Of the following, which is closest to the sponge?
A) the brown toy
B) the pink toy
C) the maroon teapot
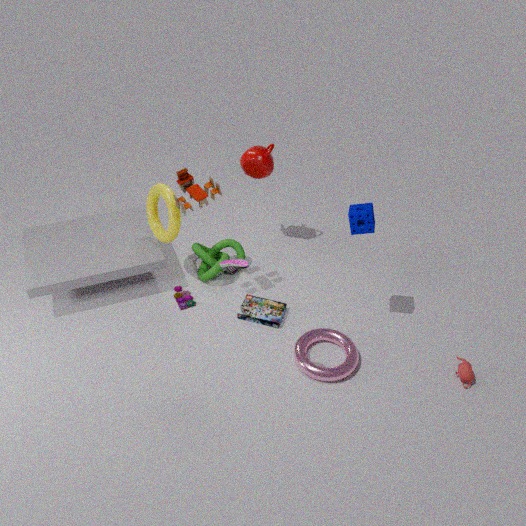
the brown toy
